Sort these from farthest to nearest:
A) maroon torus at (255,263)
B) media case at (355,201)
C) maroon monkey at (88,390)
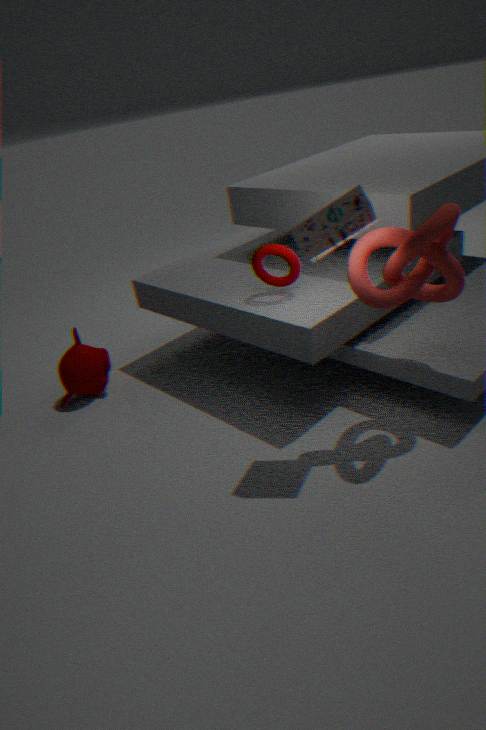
maroon monkey at (88,390) → maroon torus at (255,263) → media case at (355,201)
